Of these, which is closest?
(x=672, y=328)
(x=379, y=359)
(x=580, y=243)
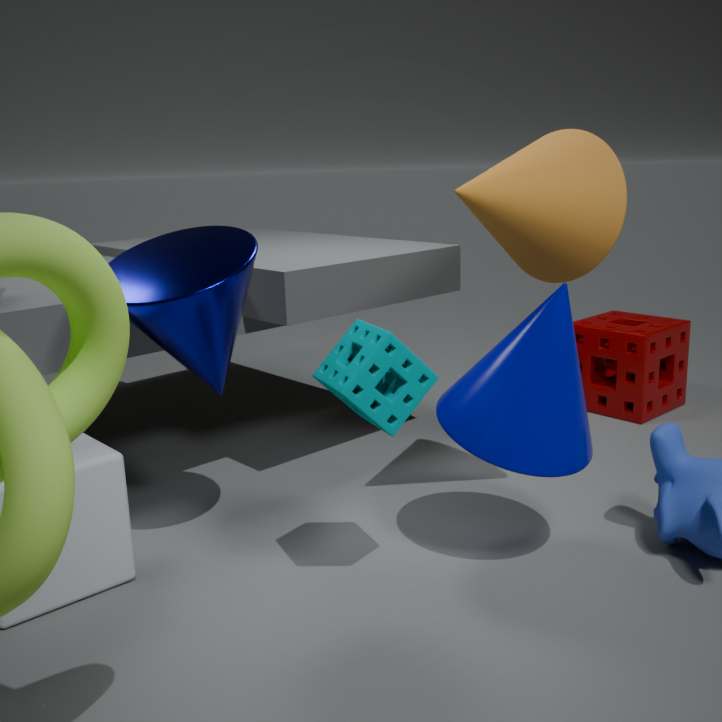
(x=379, y=359)
